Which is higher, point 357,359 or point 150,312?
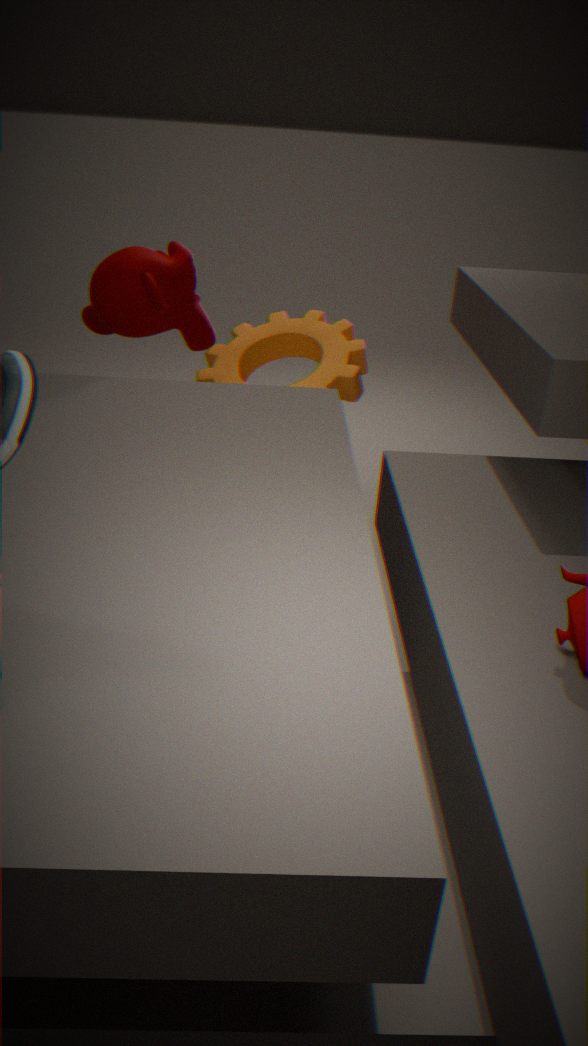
point 150,312
